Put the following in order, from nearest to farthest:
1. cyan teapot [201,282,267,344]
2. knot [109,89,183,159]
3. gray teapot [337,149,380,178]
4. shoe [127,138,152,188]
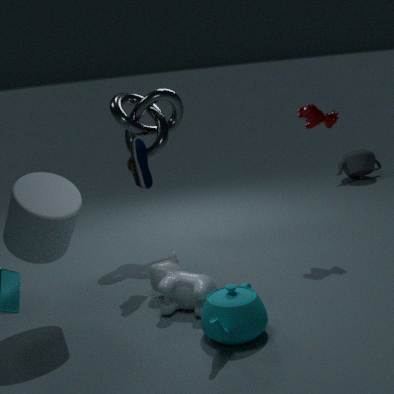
cyan teapot [201,282,267,344]
shoe [127,138,152,188]
knot [109,89,183,159]
gray teapot [337,149,380,178]
